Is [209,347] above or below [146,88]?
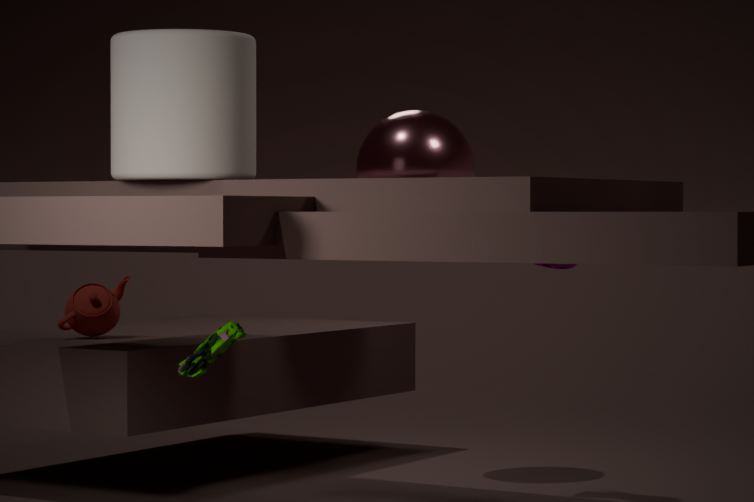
below
